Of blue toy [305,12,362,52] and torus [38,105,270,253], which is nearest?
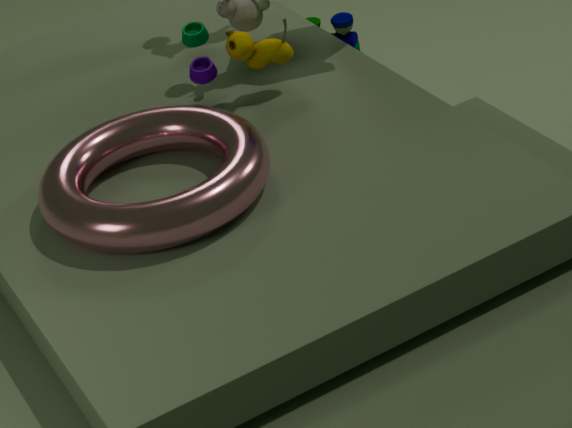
torus [38,105,270,253]
